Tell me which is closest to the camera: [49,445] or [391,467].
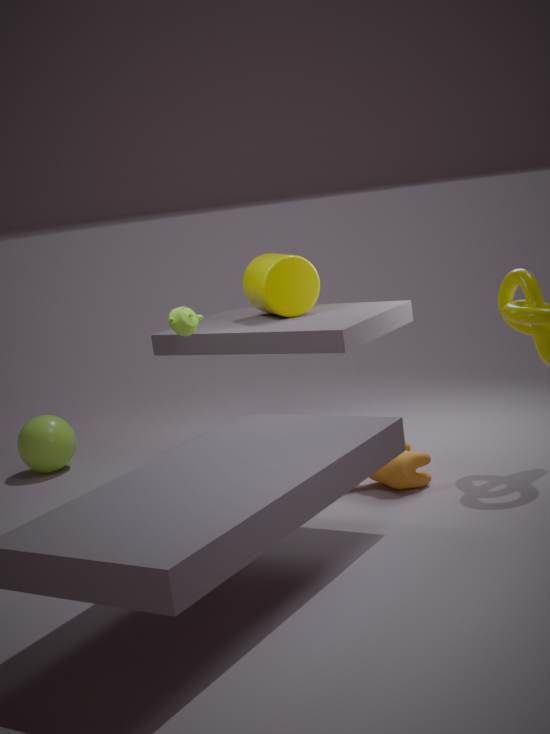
[391,467]
